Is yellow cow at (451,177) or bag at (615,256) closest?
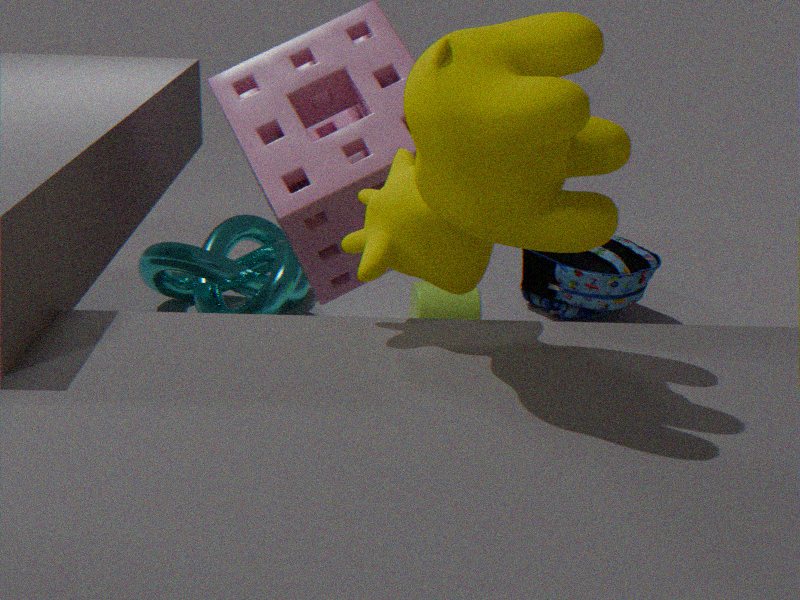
yellow cow at (451,177)
